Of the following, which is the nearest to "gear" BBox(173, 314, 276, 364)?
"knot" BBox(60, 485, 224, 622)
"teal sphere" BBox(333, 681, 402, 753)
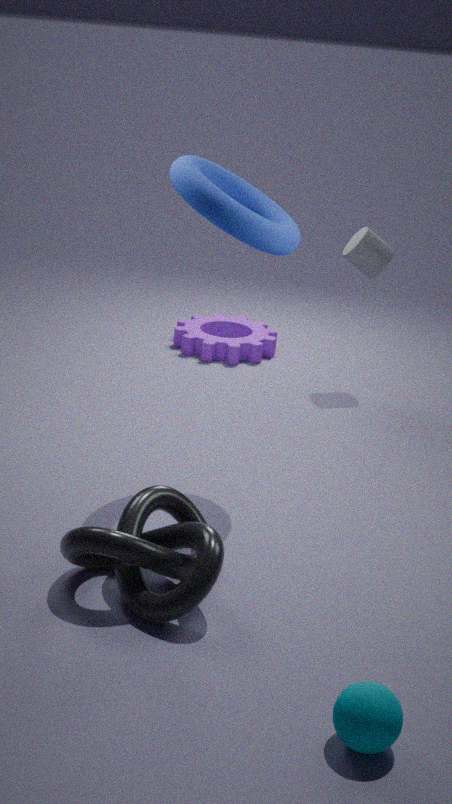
"knot" BBox(60, 485, 224, 622)
